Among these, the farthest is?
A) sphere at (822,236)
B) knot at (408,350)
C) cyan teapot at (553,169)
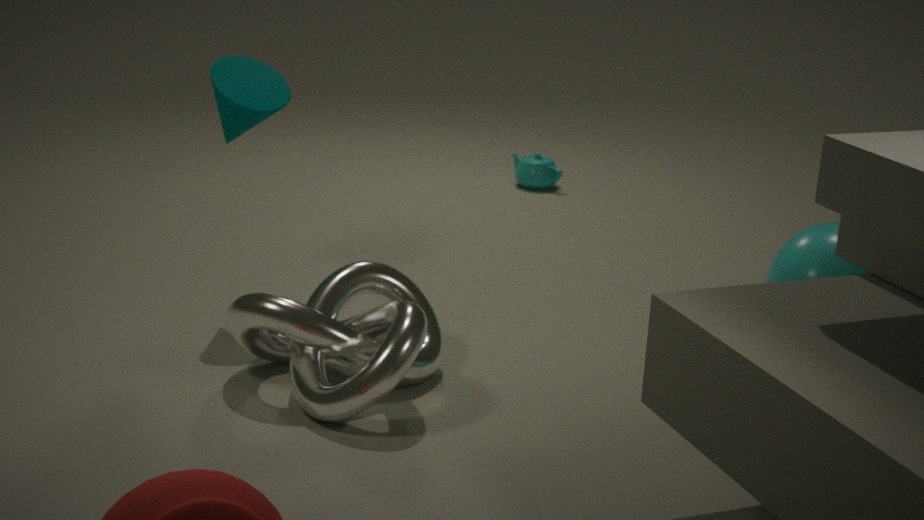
cyan teapot at (553,169)
